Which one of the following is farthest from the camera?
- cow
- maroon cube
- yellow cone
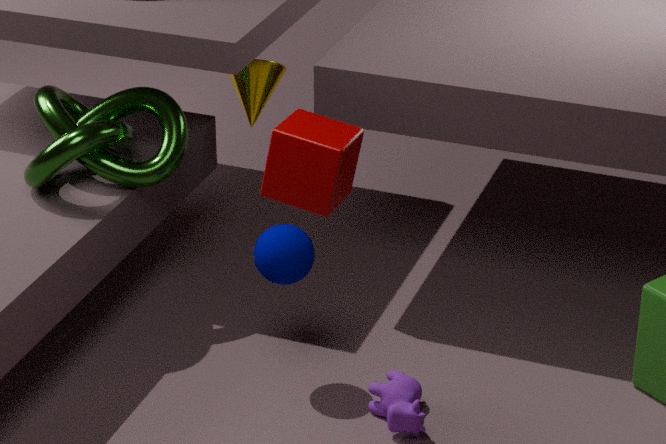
yellow cone
